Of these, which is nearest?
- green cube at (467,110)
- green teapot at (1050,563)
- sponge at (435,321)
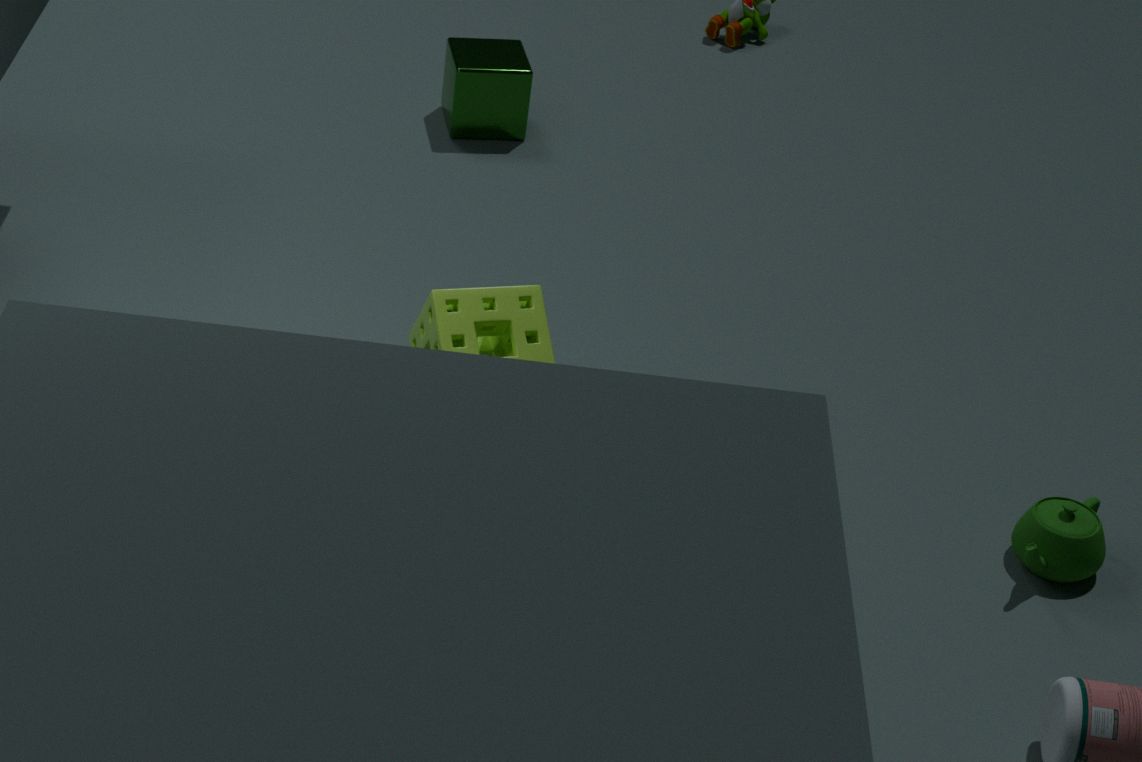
sponge at (435,321)
